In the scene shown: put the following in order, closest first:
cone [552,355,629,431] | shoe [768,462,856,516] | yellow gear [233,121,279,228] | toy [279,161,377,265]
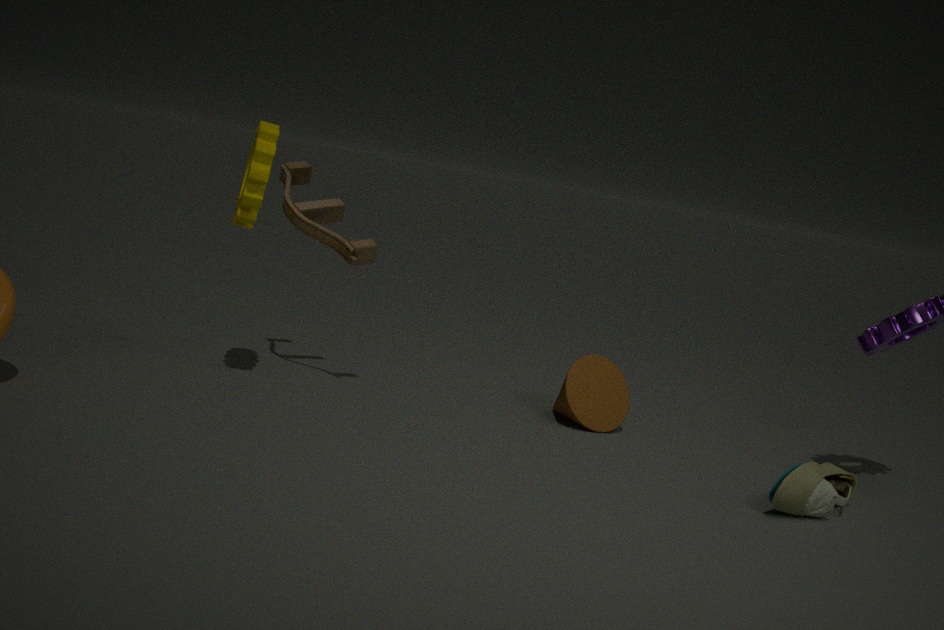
shoe [768,462,856,516], yellow gear [233,121,279,228], toy [279,161,377,265], cone [552,355,629,431]
